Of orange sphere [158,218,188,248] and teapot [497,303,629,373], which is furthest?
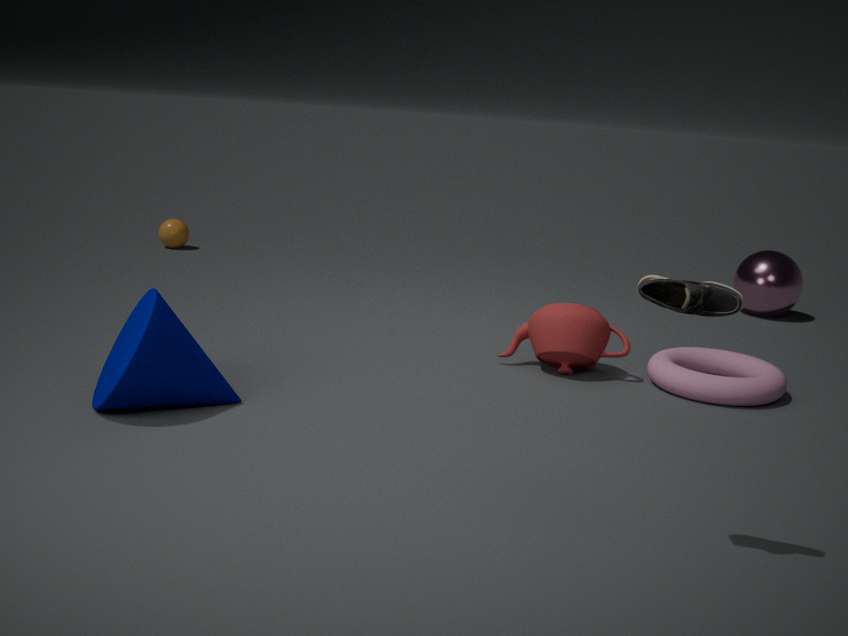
orange sphere [158,218,188,248]
